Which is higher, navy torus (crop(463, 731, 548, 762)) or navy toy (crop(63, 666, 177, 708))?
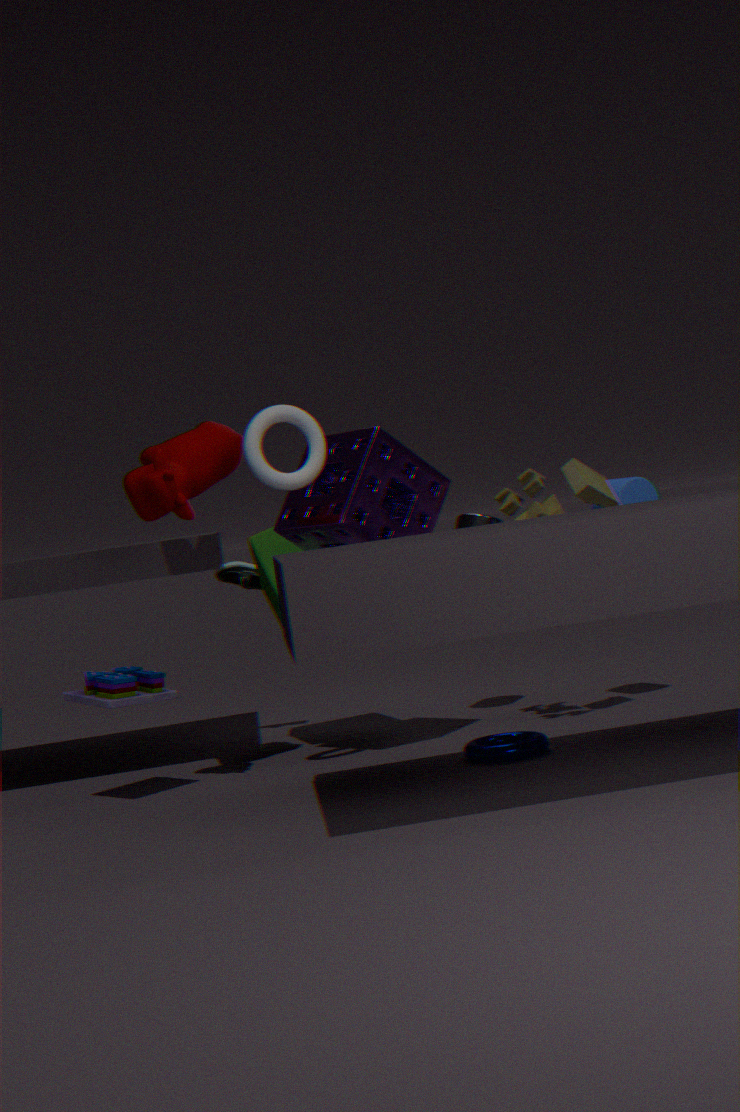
navy toy (crop(63, 666, 177, 708))
